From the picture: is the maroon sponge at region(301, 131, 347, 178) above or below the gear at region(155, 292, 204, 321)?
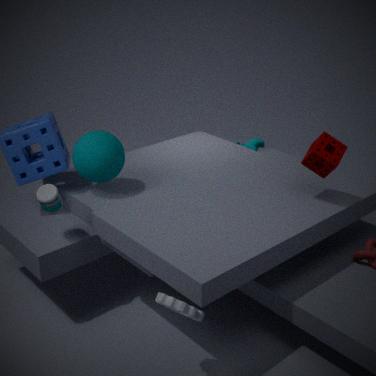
above
